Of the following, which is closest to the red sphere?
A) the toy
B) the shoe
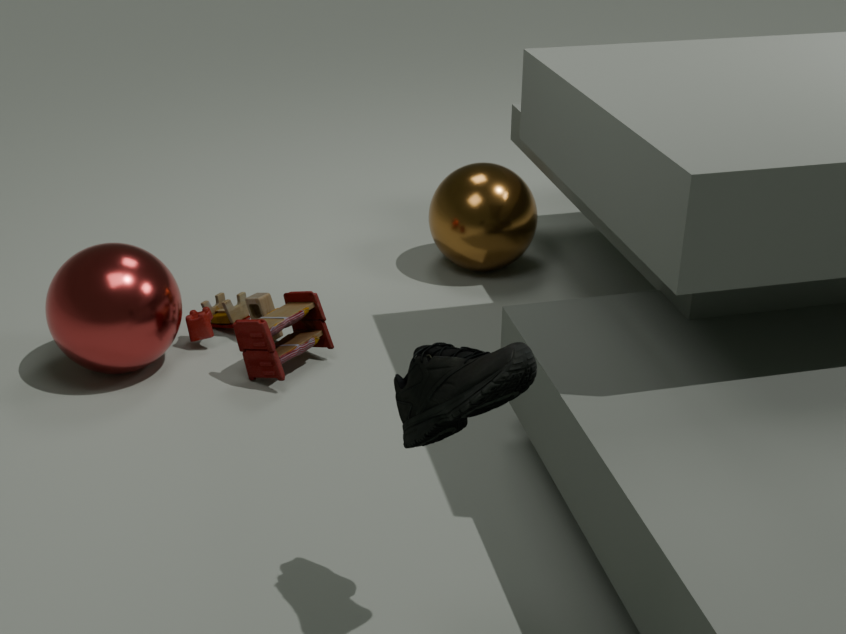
the toy
